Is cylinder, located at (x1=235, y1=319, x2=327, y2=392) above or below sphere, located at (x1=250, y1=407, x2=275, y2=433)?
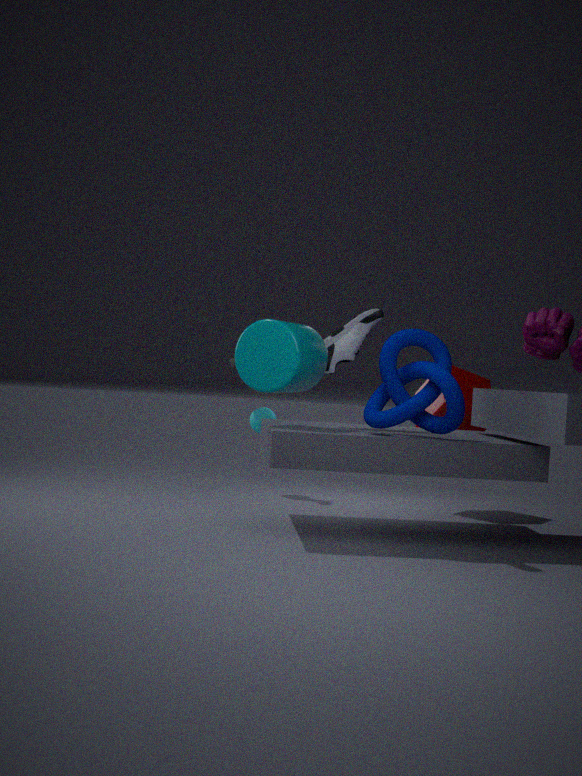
above
